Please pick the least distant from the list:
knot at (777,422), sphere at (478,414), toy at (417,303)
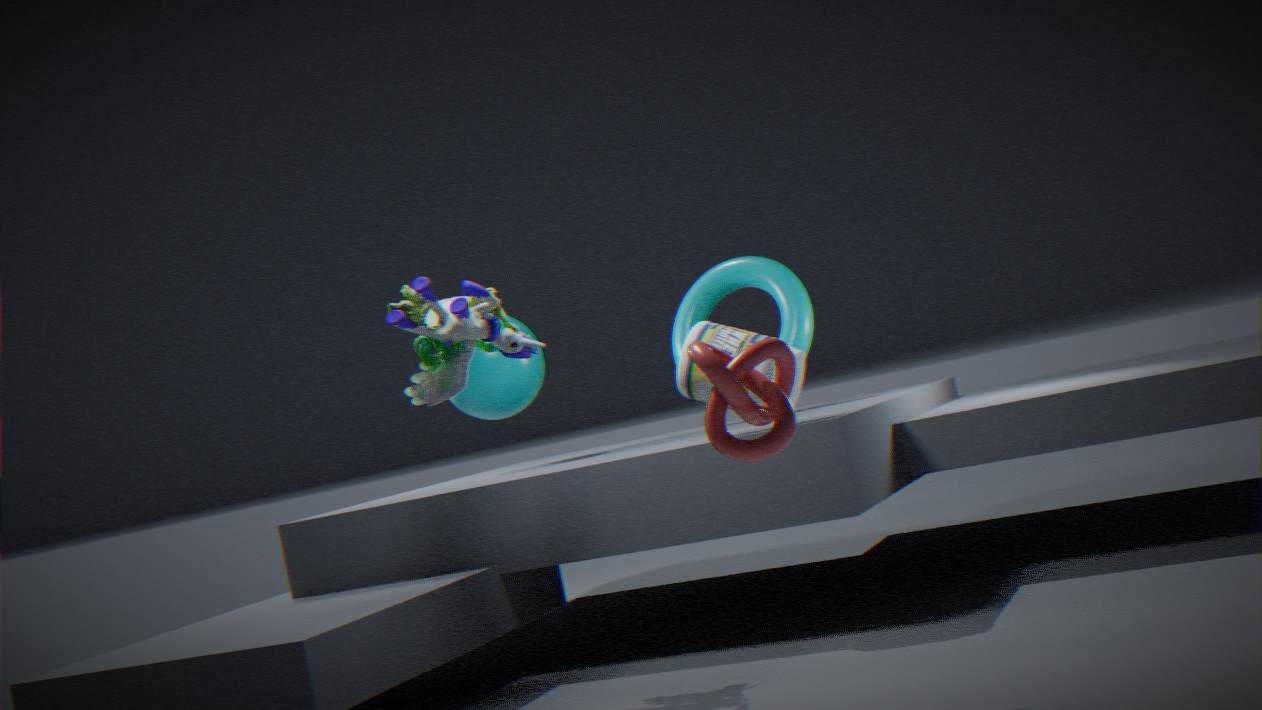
knot at (777,422)
